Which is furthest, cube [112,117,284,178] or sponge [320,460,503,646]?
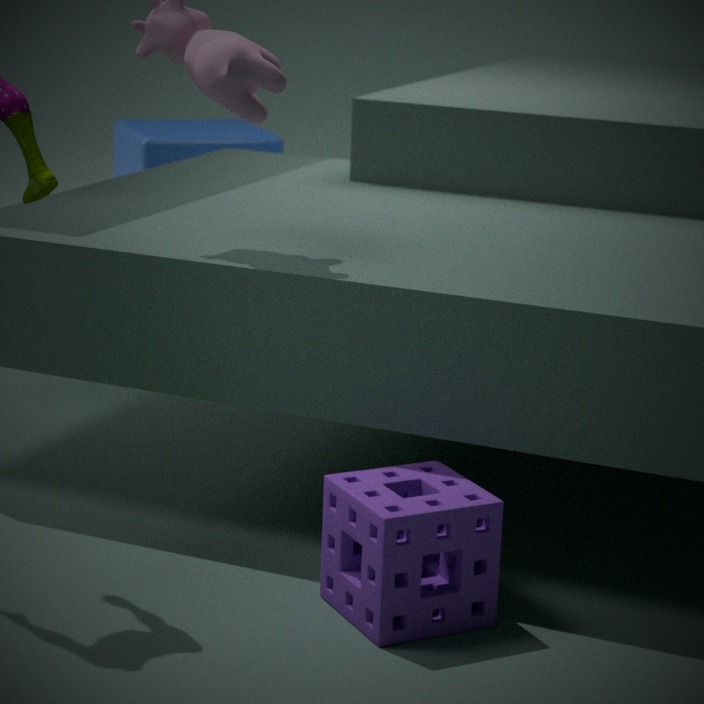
cube [112,117,284,178]
